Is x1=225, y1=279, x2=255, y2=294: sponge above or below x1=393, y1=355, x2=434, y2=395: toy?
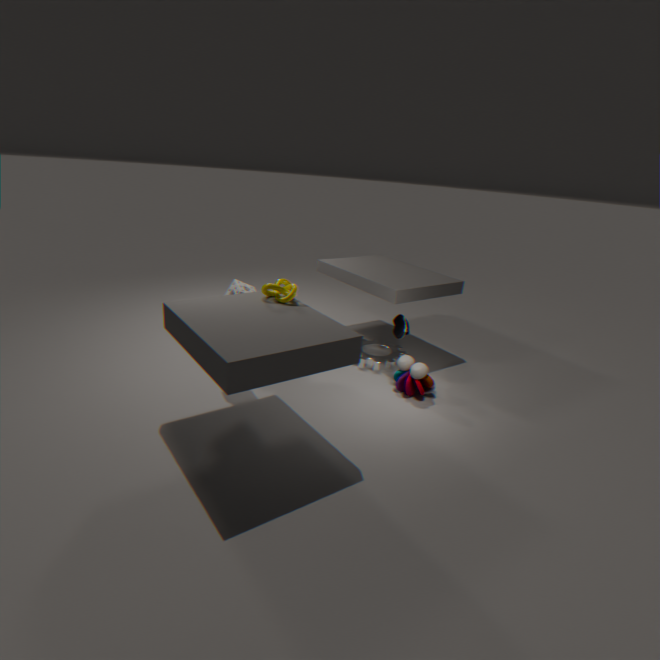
above
